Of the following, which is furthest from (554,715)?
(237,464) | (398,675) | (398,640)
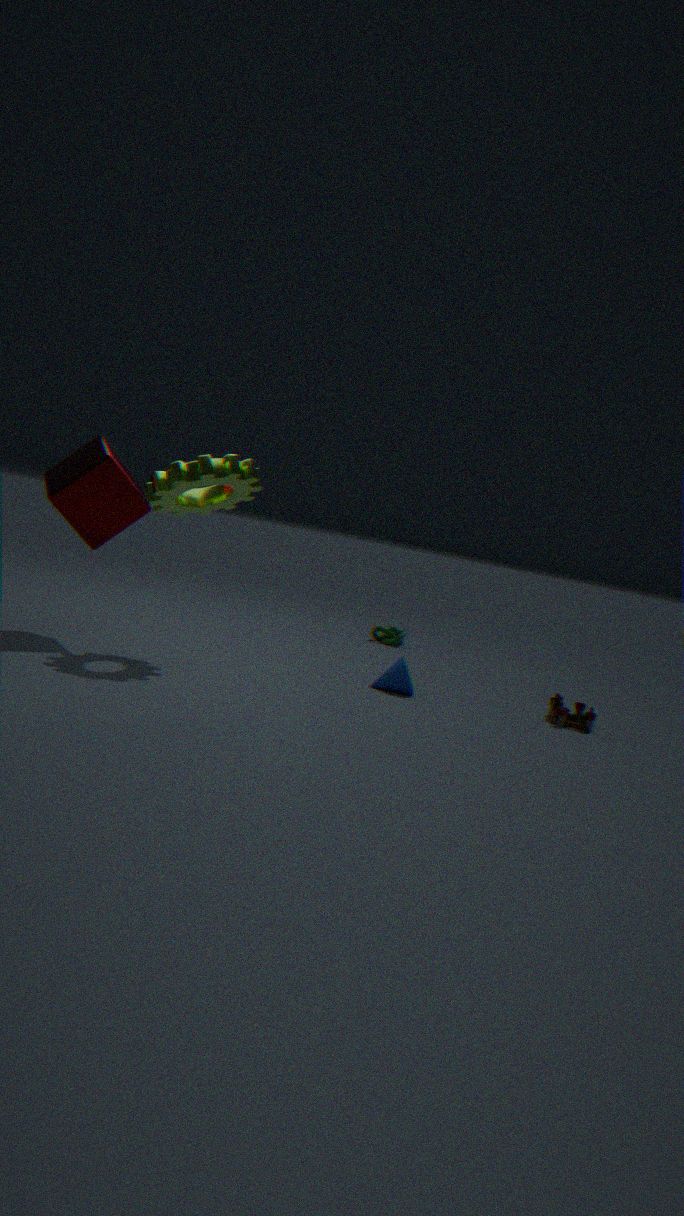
(237,464)
